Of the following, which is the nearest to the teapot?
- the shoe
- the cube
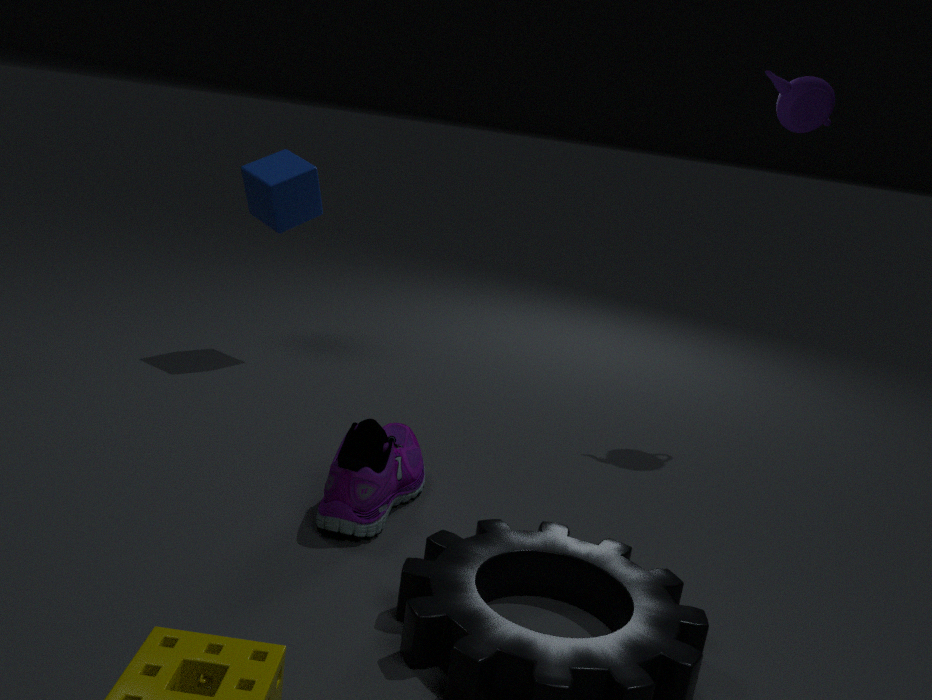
the cube
